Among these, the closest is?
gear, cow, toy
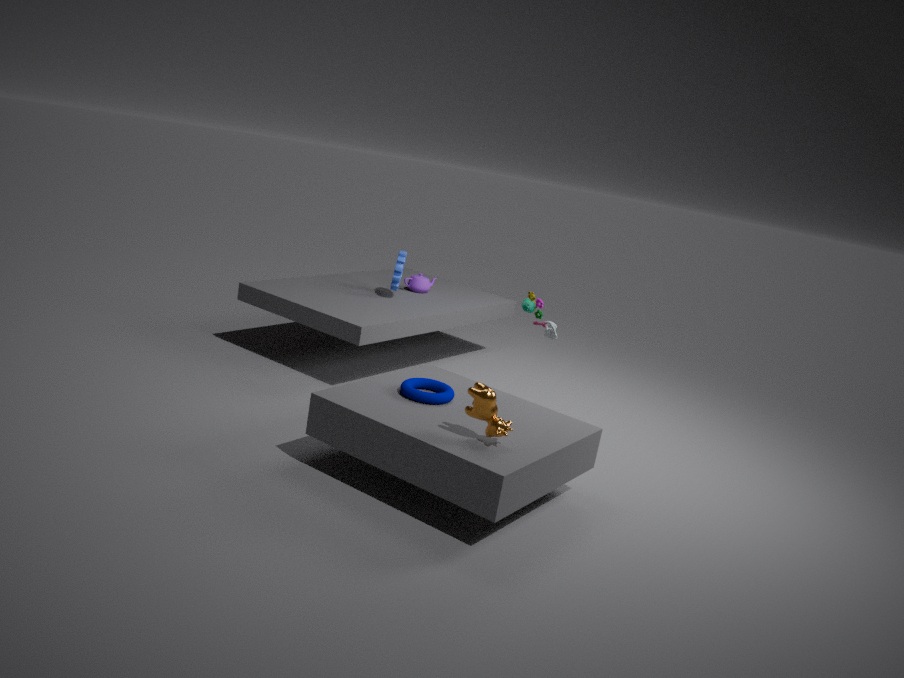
cow
